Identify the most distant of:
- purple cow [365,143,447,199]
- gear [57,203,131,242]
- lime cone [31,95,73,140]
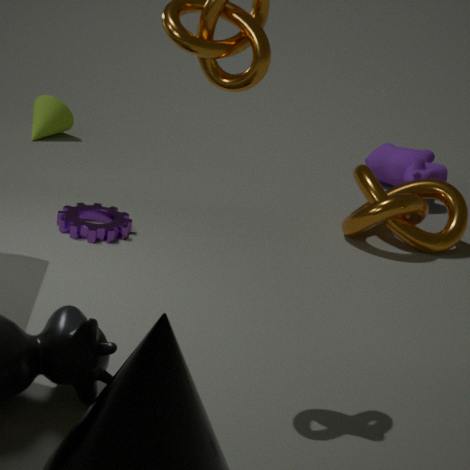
lime cone [31,95,73,140]
